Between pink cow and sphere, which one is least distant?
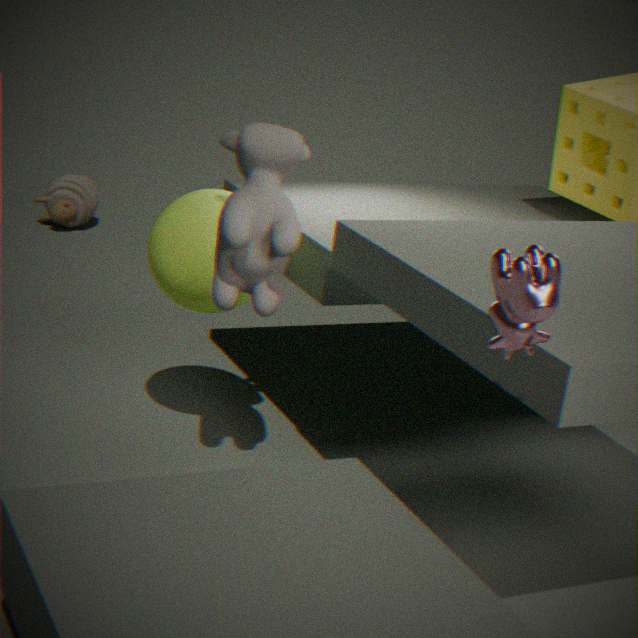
pink cow
